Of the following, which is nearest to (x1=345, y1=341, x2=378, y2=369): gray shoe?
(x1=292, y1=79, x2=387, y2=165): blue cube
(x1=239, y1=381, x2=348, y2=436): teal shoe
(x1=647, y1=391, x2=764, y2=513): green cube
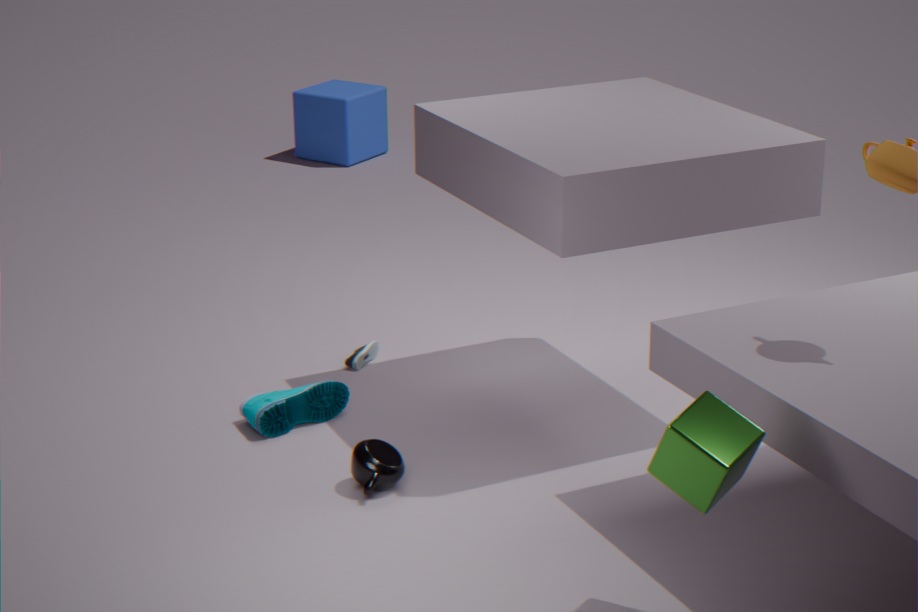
→ (x1=239, y1=381, x2=348, y2=436): teal shoe
